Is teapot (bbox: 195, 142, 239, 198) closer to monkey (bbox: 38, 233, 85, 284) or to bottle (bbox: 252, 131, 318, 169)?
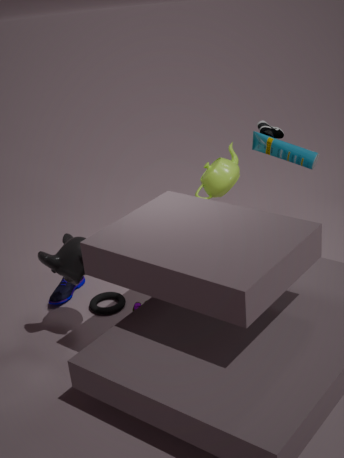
bottle (bbox: 252, 131, 318, 169)
